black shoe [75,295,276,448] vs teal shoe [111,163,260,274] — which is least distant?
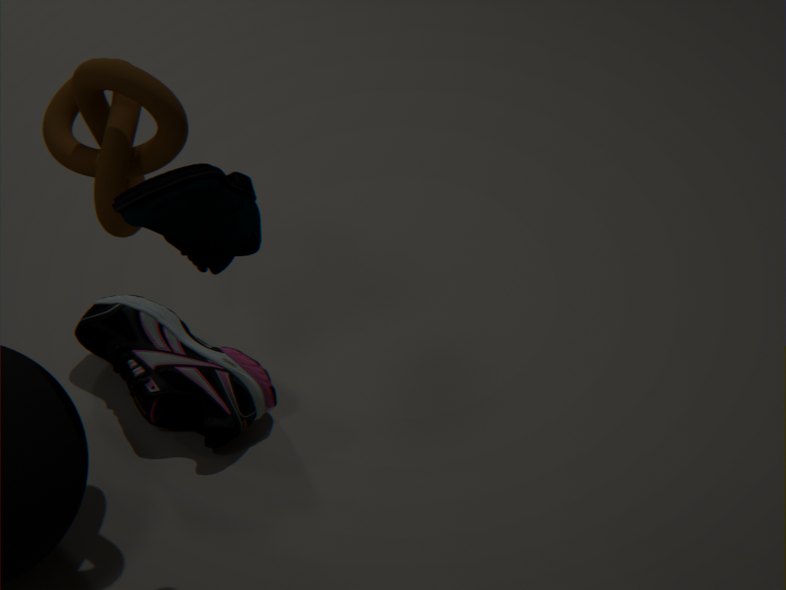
teal shoe [111,163,260,274]
